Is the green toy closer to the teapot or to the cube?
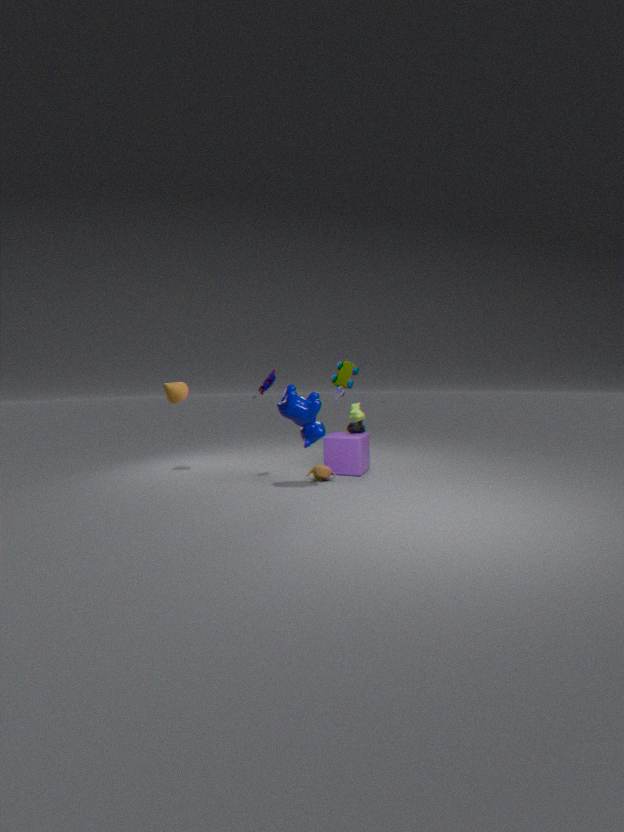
the cube
